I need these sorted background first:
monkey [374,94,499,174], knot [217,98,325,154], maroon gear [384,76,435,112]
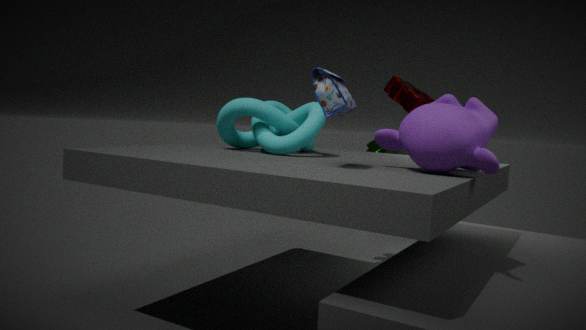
maroon gear [384,76,435,112] < knot [217,98,325,154] < monkey [374,94,499,174]
